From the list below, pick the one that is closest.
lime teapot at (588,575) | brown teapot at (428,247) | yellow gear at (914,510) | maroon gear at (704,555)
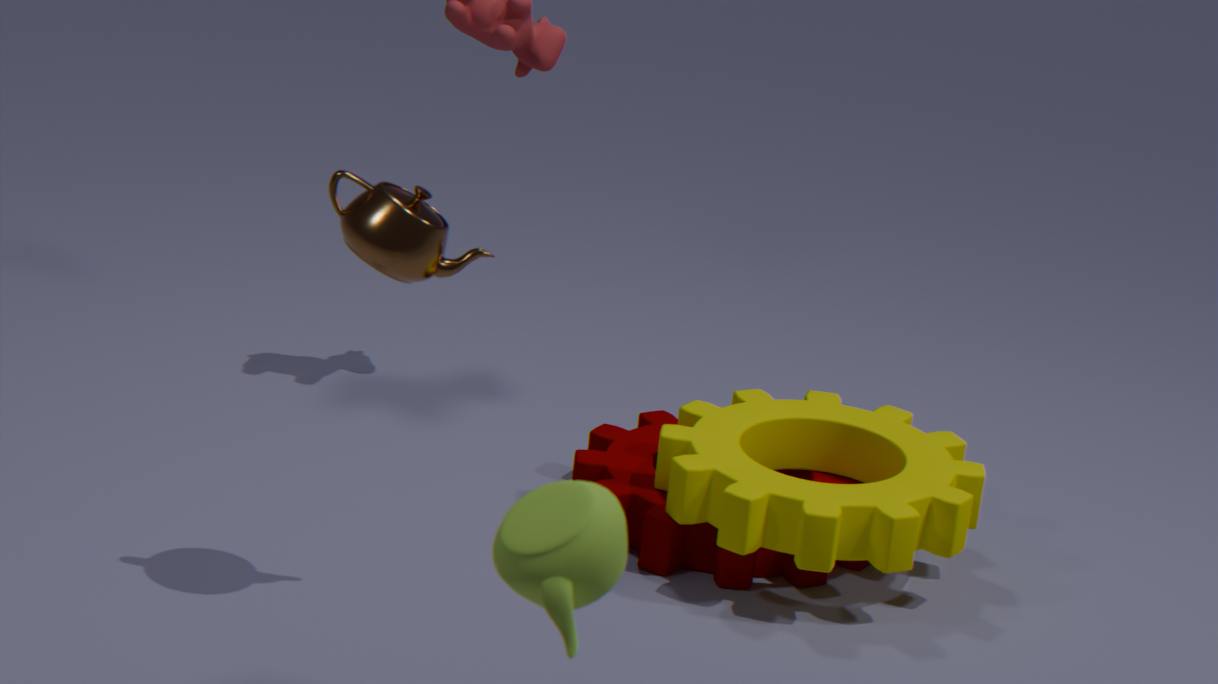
lime teapot at (588,575)
